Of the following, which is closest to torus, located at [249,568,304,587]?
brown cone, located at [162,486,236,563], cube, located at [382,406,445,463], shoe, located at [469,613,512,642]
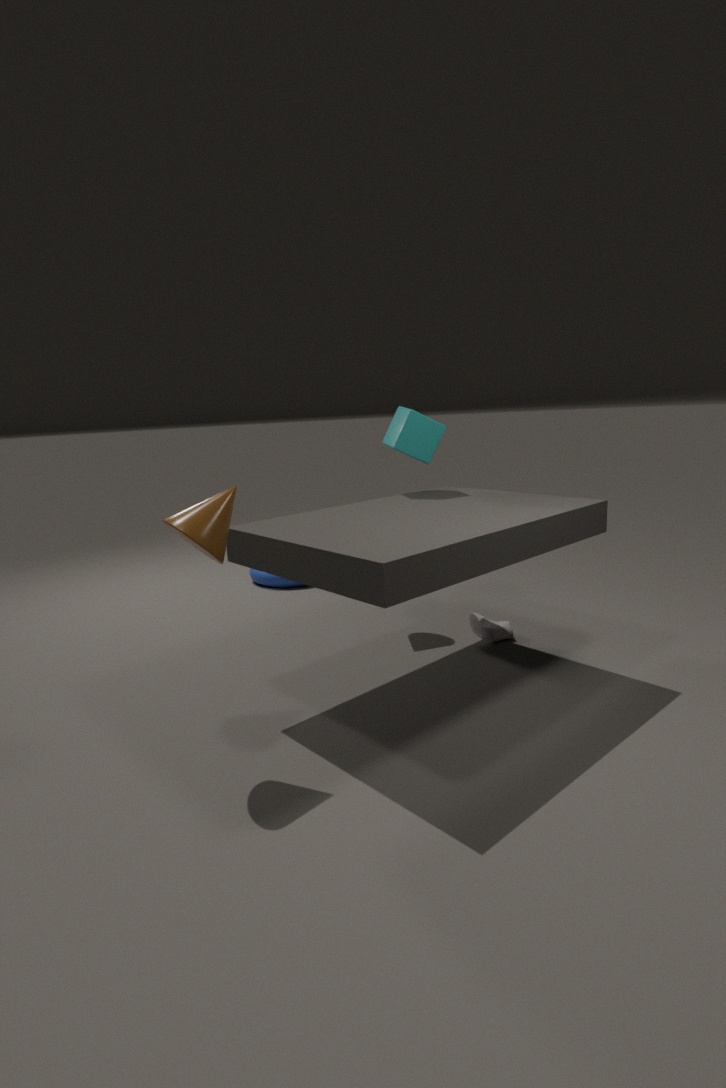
shoe, located at [469,613,512,642]
